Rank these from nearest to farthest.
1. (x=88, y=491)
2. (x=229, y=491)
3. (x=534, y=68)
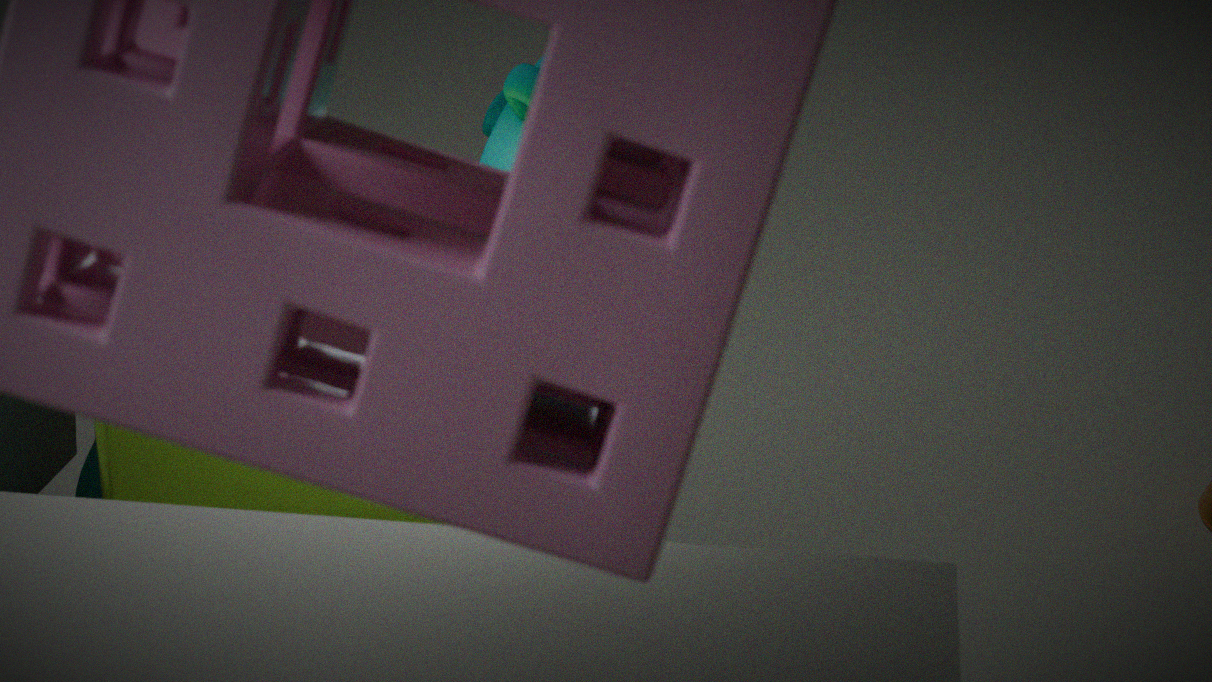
1. (x=229, y=491)
2. (x=534, y=68)
3. (x=88, y=491)
